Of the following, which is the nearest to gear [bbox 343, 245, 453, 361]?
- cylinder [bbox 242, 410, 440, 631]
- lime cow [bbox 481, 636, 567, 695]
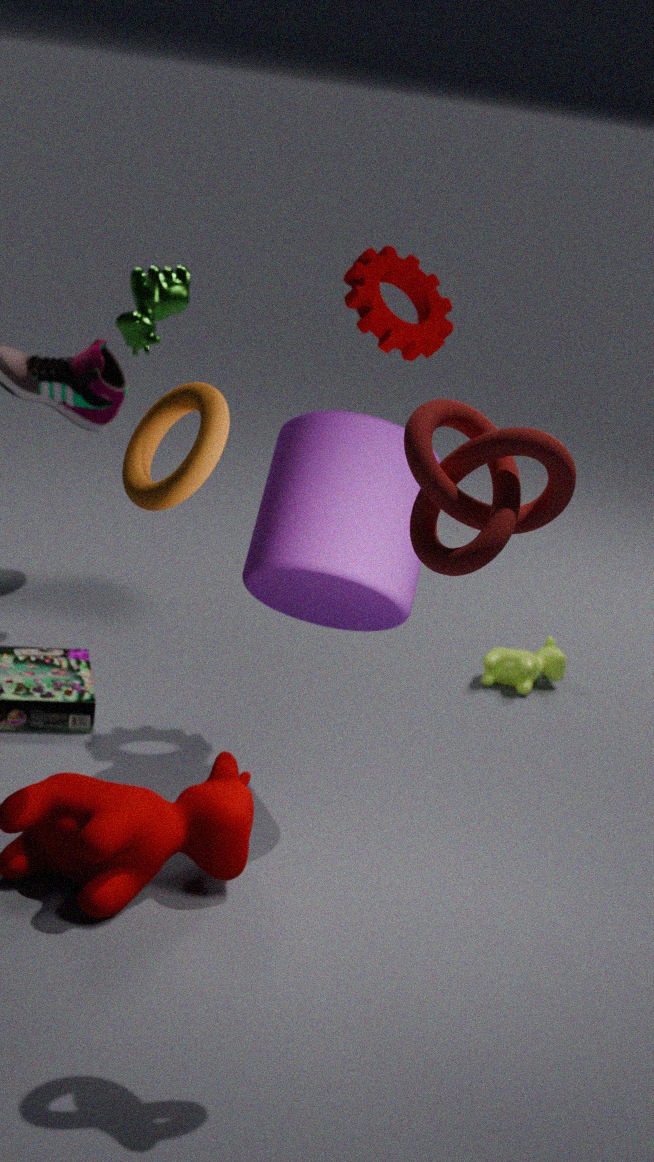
cylinder [bbox 242, 410, 440, 631]
